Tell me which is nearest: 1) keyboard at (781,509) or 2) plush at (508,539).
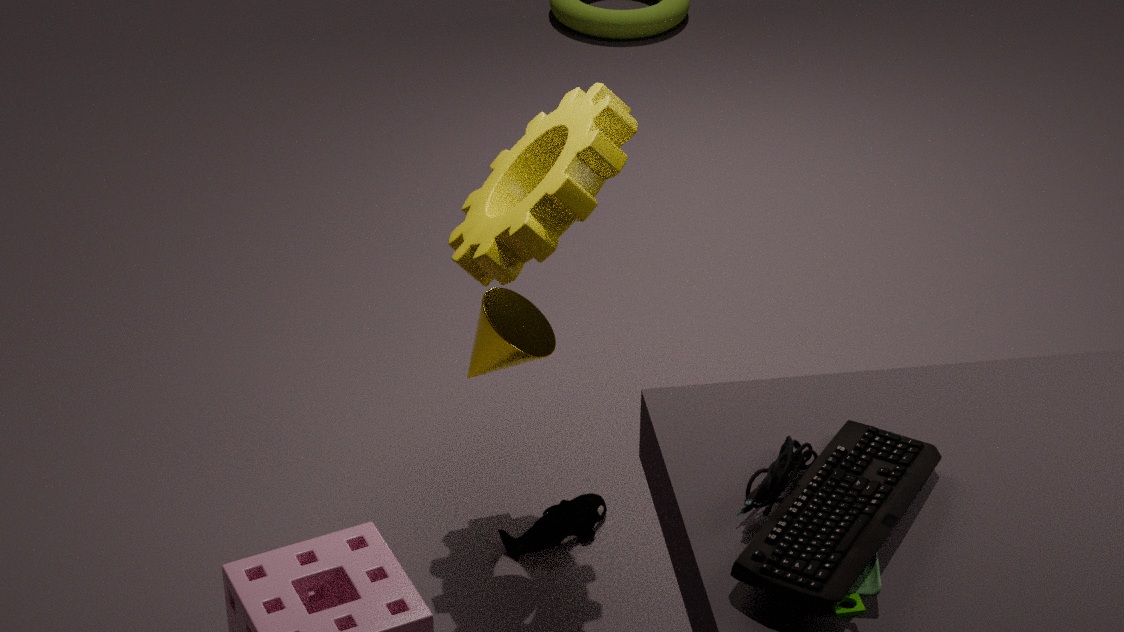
1. keyboard at (781,509)
